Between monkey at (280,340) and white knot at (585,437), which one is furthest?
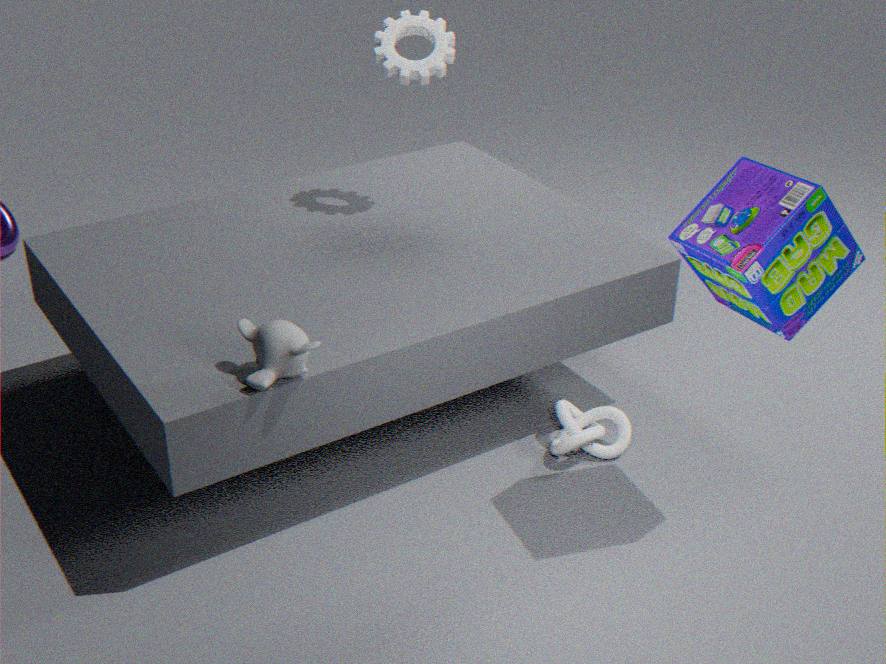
white knot at (585,437)
